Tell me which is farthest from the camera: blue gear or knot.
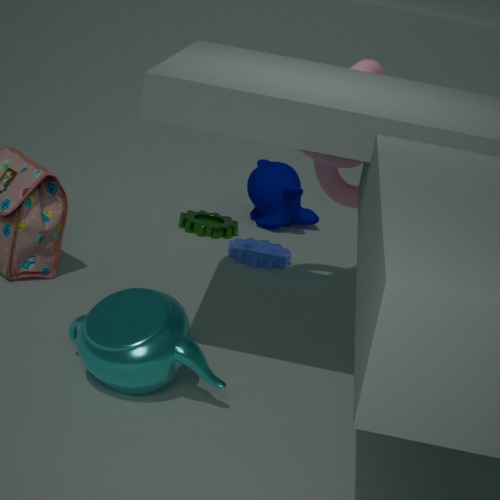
blue gear
